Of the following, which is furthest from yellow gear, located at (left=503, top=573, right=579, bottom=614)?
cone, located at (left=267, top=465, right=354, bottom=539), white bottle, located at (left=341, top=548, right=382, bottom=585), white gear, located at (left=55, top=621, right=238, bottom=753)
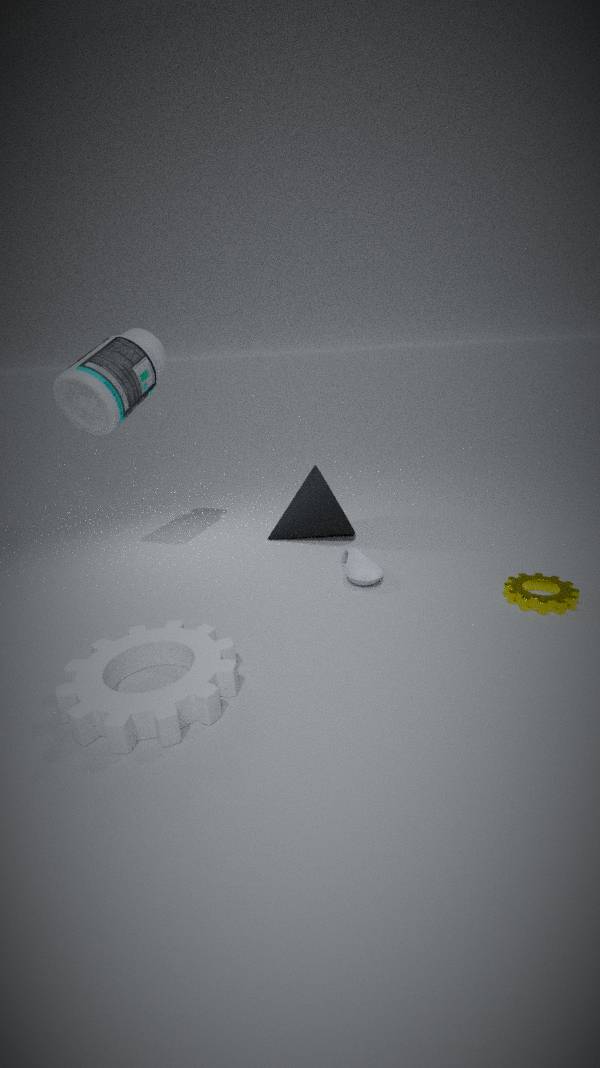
white gear, located at (left=55, top=621, right=238, bottom=753)
